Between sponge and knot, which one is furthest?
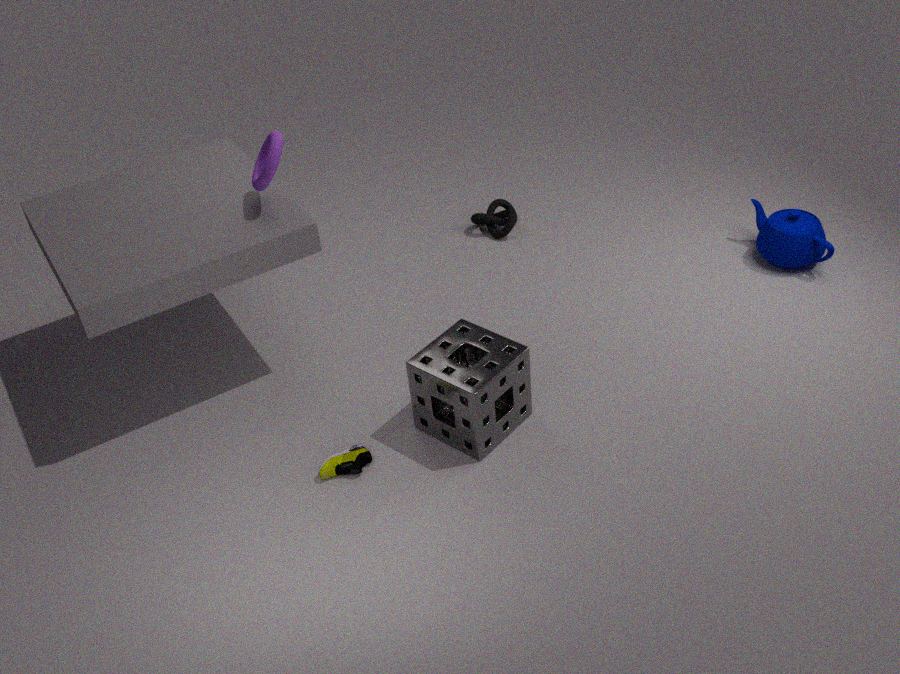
knot
